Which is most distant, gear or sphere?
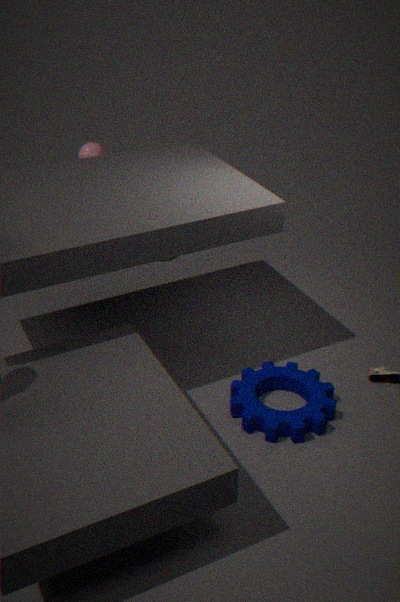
sphere
